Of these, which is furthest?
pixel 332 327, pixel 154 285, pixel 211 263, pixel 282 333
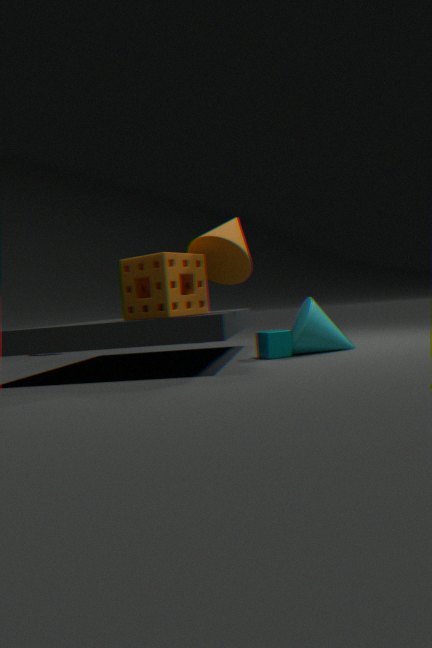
pixel 332 327
